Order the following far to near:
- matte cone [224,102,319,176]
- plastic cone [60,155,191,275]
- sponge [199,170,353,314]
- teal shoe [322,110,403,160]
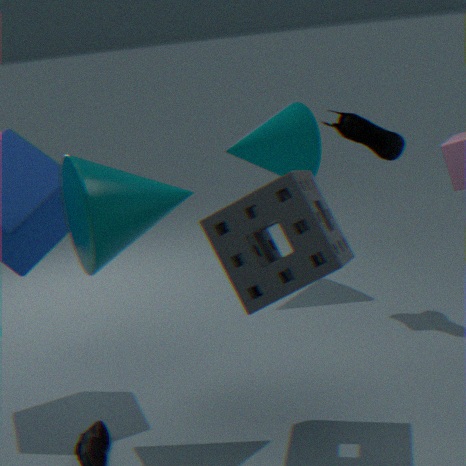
1. matte cone [224,102,319,176]
2. teal shoe [322,110,403,160]
3. plastic cone [60,155,191,275]
4. sponge [199,170,353,314]
